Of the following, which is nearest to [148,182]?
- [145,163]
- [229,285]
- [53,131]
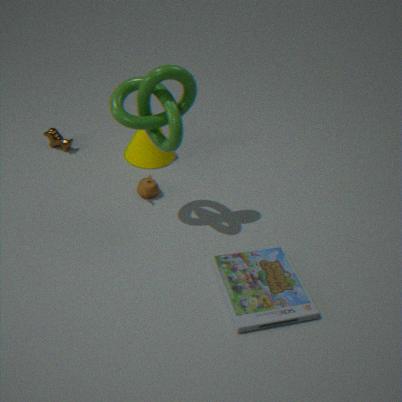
[145,163]
